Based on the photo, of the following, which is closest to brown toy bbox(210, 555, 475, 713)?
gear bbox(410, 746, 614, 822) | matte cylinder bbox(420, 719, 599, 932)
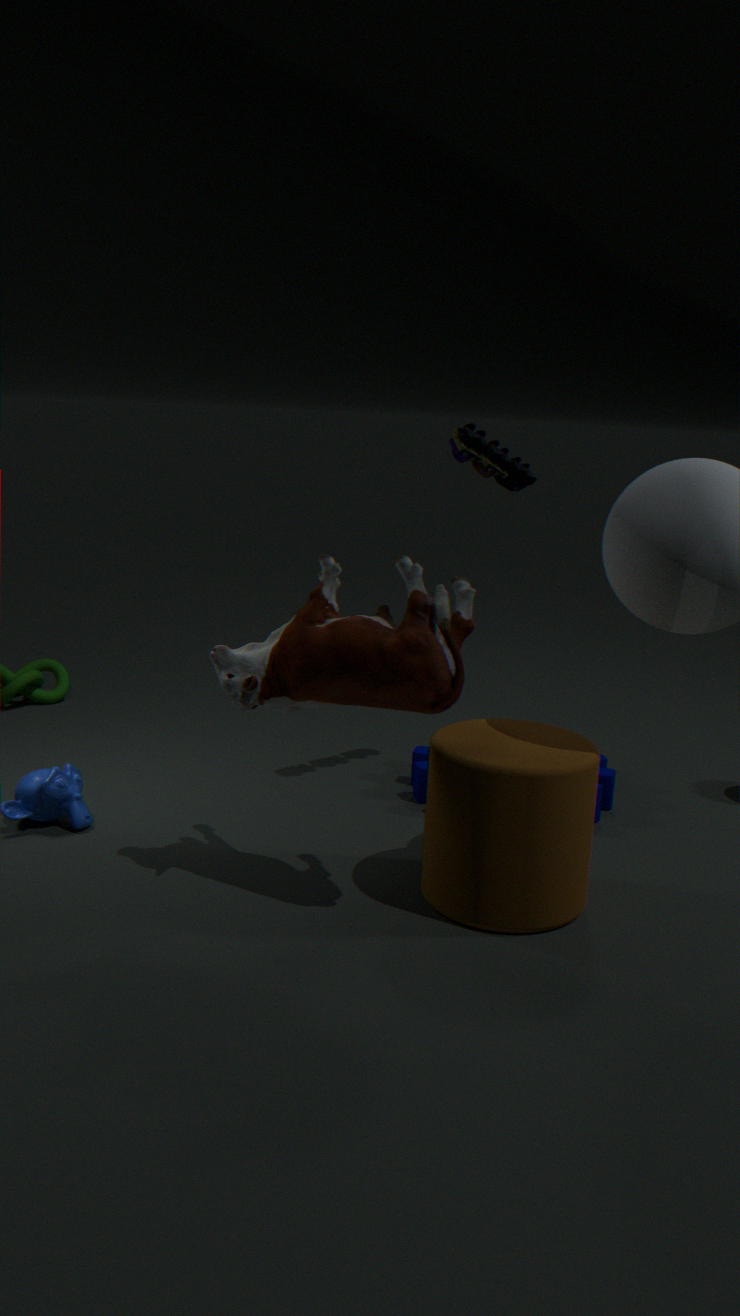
matte cylinder bbox(420, 719, 599, 932)
